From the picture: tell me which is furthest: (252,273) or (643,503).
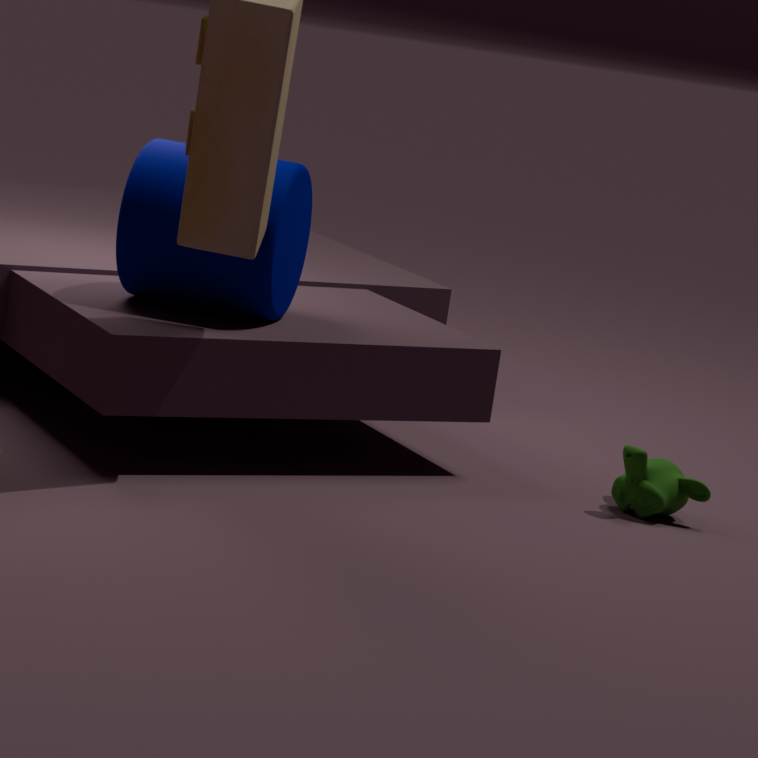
(643,503)
